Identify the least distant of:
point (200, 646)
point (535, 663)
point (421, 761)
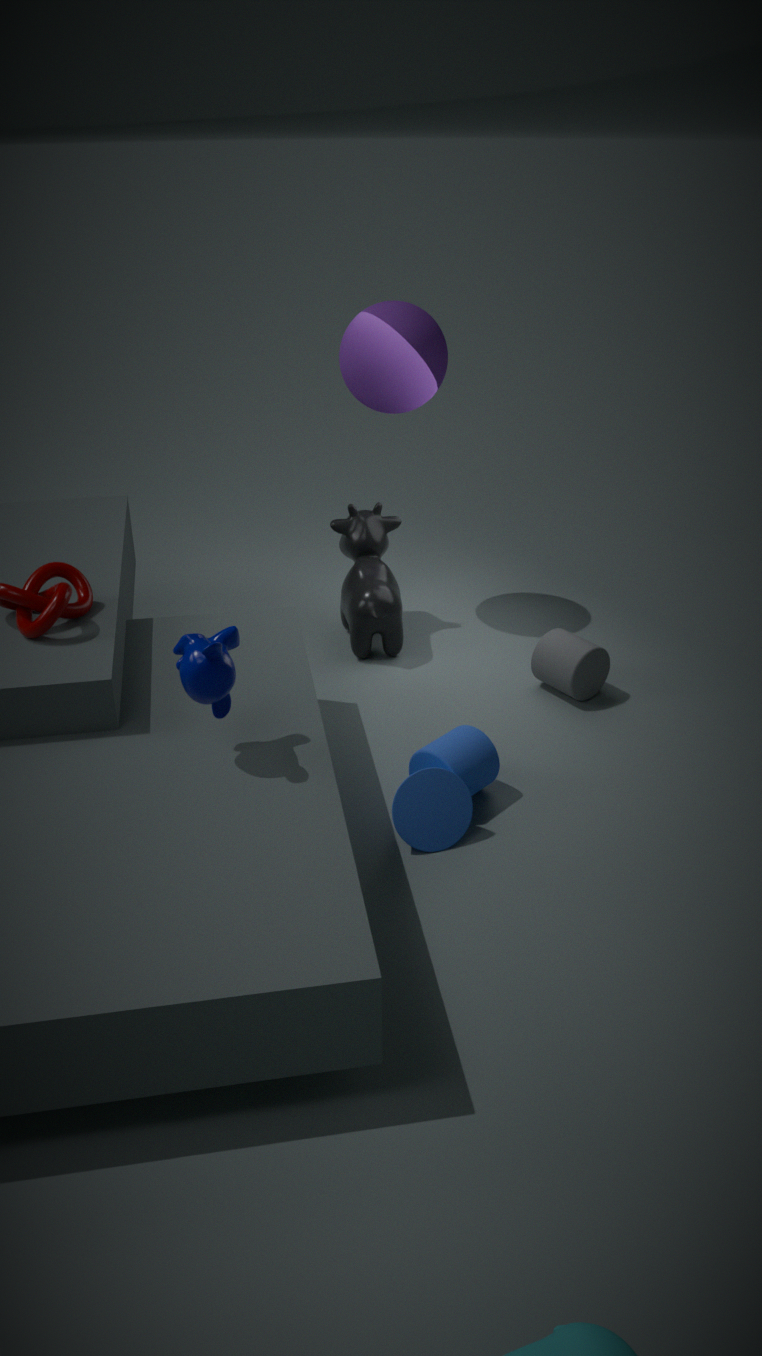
point (200, 646)
